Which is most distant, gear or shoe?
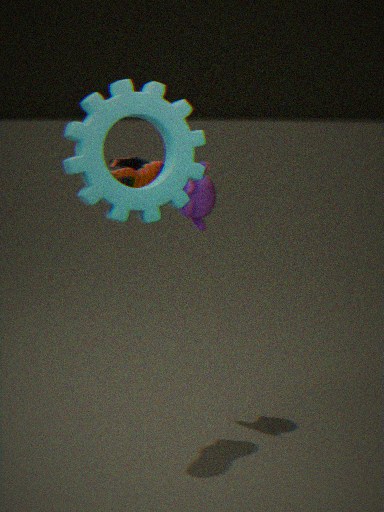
shoe
